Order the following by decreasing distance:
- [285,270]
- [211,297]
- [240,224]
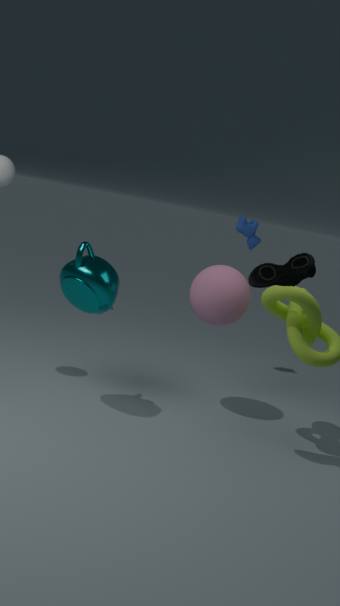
[240,224] → [211,297] → [285,270]
